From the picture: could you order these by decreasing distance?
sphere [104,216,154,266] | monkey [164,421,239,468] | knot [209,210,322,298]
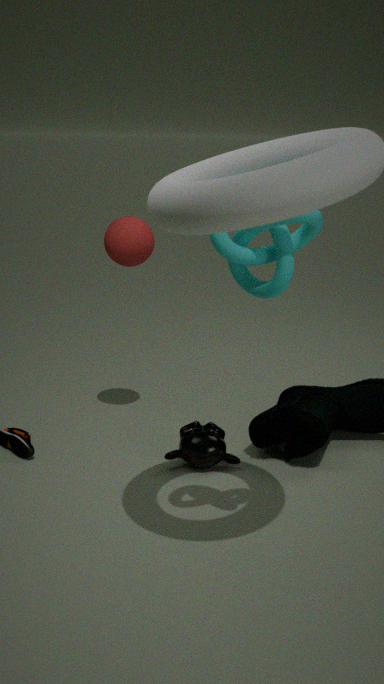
sphere [104,216,154,266], monkey [164,421,239,468], knot [209,210,322,298]
